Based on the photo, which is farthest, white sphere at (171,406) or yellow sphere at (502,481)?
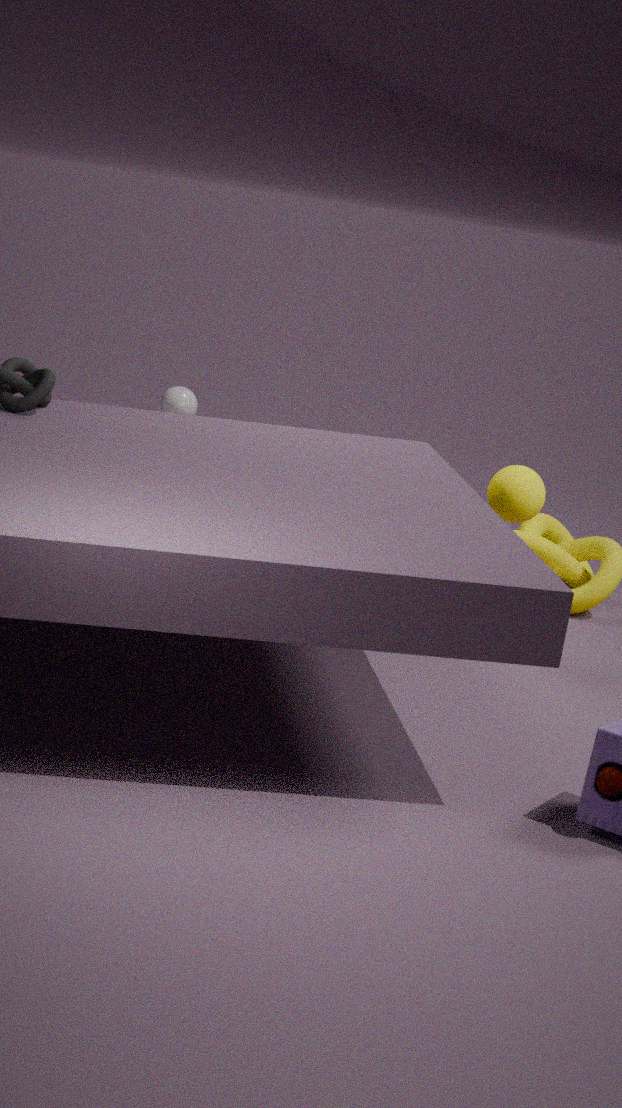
white sphere at (171,406)
